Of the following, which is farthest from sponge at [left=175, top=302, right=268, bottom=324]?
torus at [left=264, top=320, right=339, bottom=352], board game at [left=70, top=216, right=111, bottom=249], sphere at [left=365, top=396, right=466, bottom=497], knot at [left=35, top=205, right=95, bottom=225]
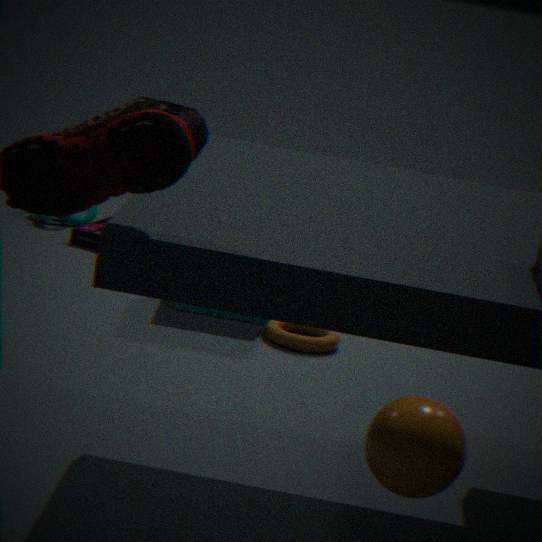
sphere at [left=365, top=396, right=466, bottom=497]
